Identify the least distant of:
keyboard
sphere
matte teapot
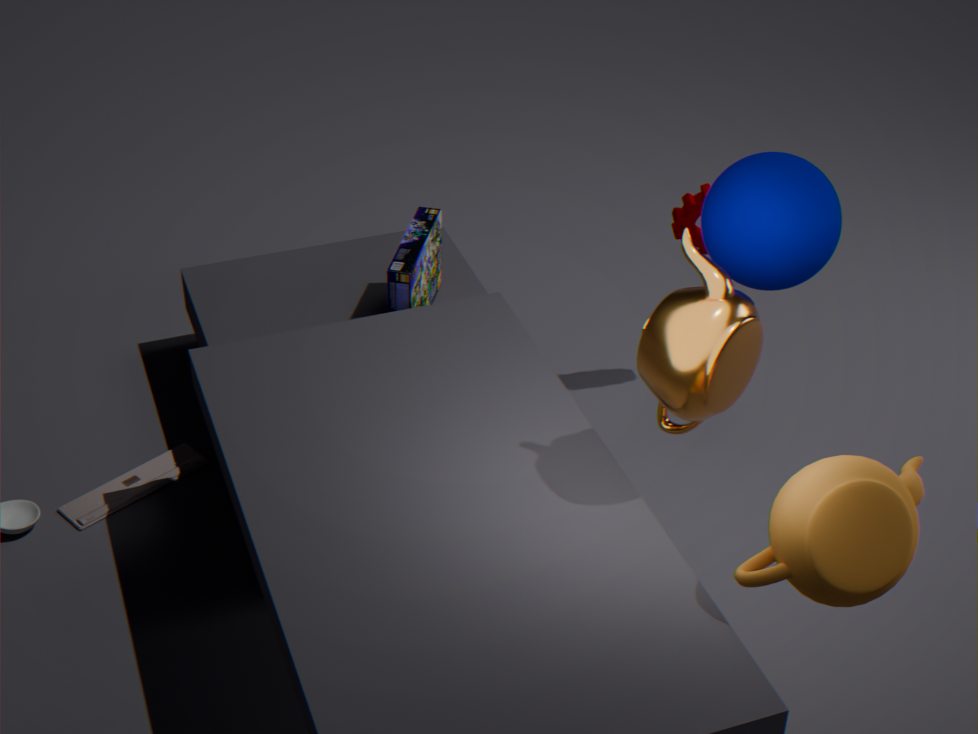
matte teapot
